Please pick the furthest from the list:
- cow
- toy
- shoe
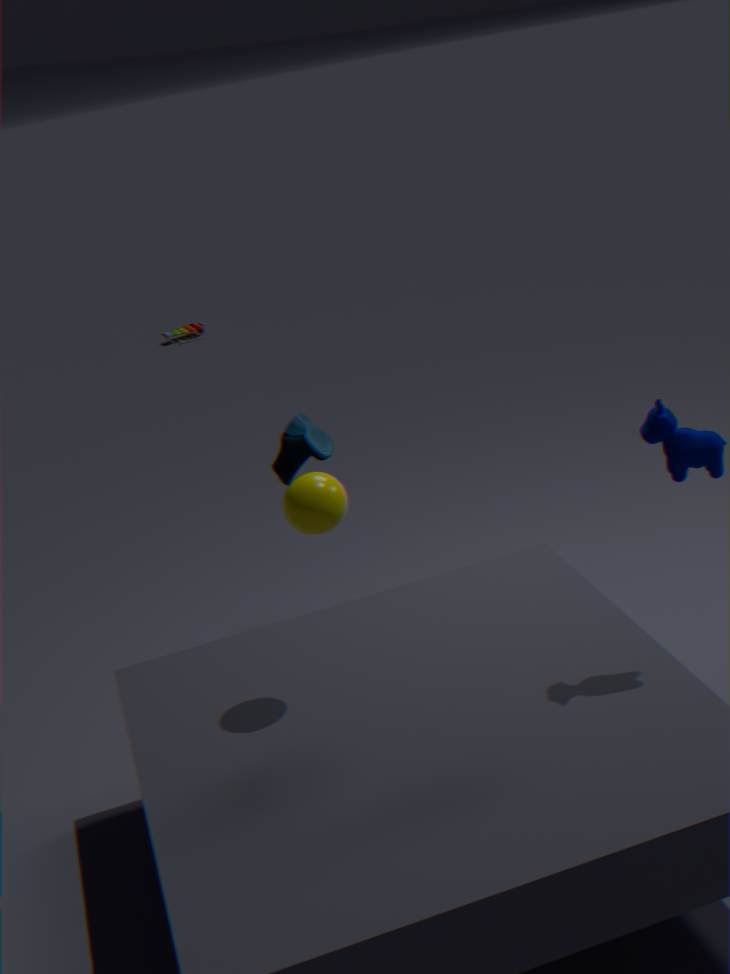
toy
